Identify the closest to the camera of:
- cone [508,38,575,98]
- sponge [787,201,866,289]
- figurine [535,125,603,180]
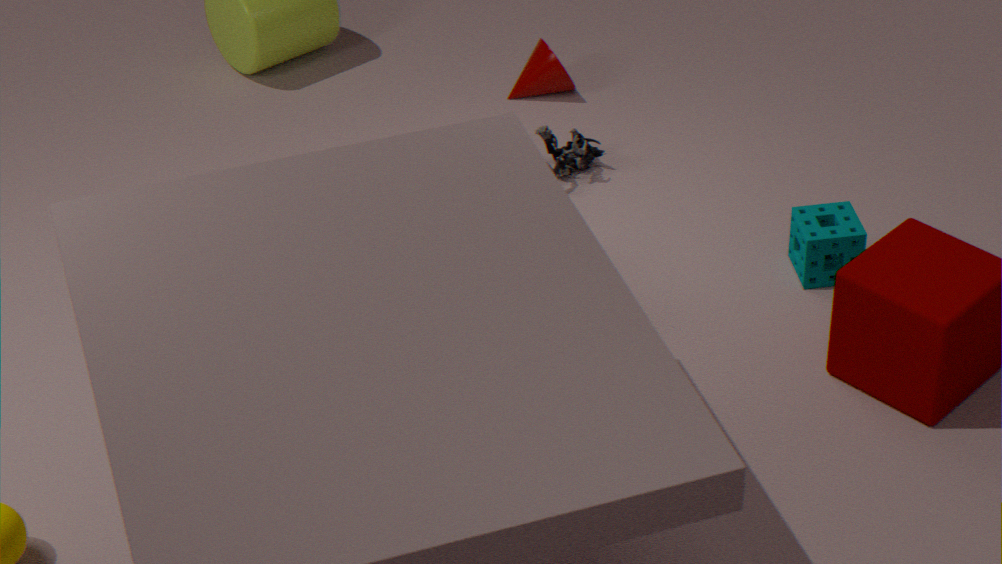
sponge [787,201,866,289]
